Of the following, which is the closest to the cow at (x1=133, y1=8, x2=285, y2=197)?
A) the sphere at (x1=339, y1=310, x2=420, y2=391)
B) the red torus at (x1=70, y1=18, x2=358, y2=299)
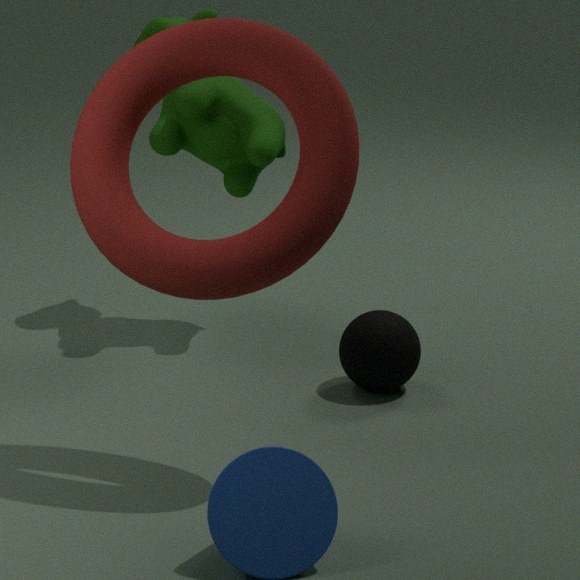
the sphere at (x1=339, y1=310, x2=420, y2=391)
